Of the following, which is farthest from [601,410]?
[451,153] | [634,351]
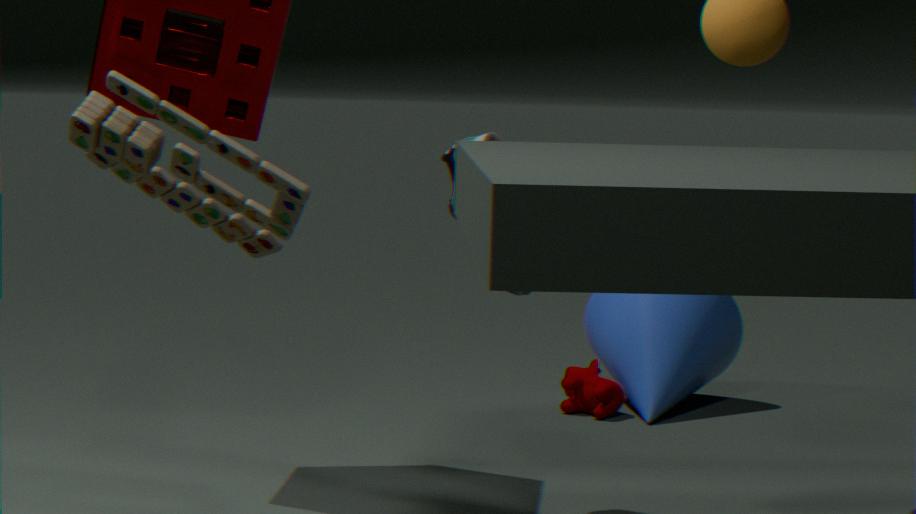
[451,153]
